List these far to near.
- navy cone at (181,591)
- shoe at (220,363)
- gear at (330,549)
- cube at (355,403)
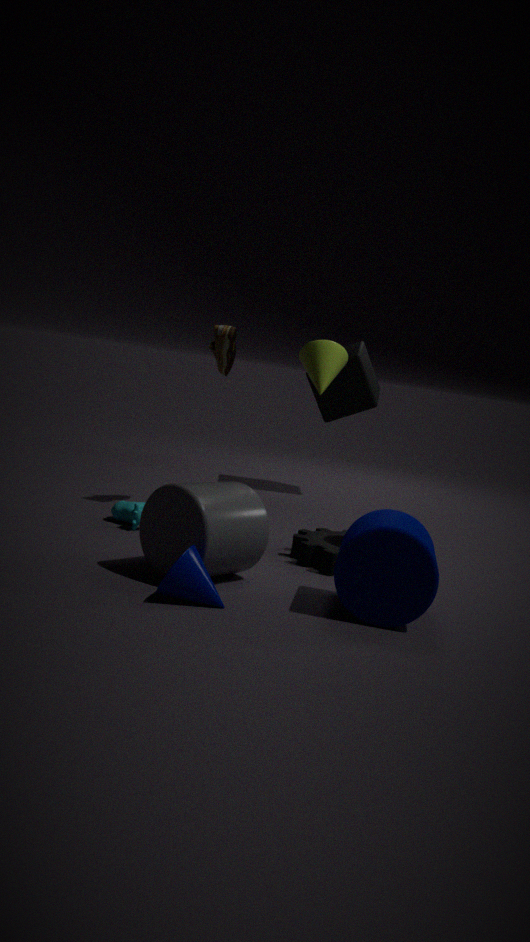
cube at (355,403)
shoe at (220,363)
gear at (330,549)
navy cone at (181,591)
